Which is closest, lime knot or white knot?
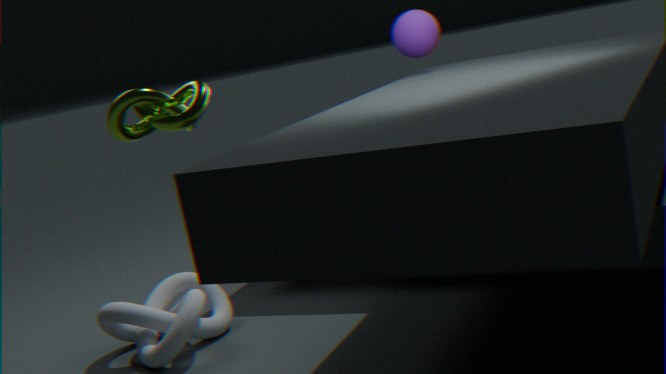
lime knot
